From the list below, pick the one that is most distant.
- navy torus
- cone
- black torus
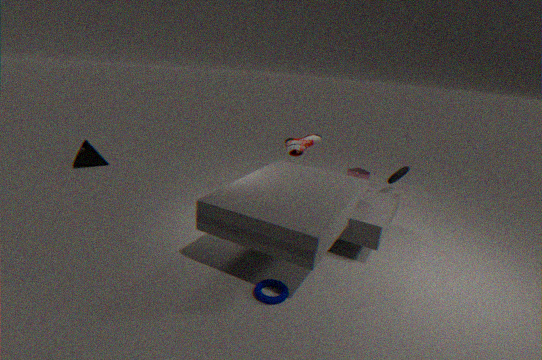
cone
